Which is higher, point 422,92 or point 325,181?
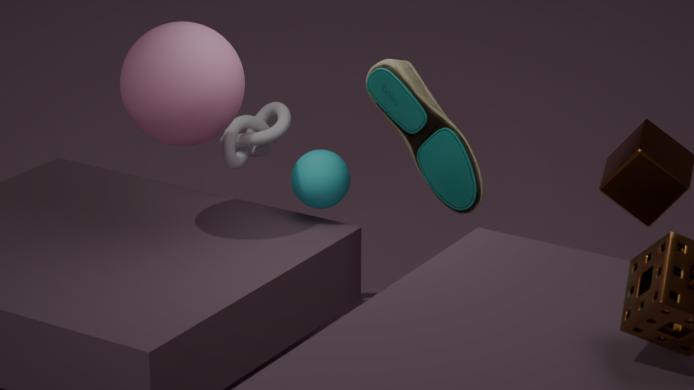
point 422,92
